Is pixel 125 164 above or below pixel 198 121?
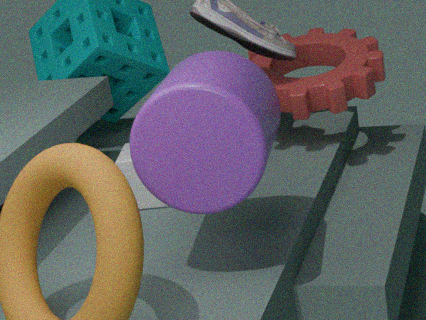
below
